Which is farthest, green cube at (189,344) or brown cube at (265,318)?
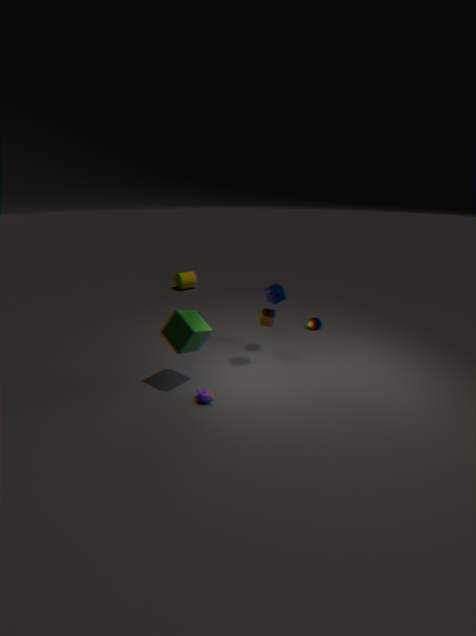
brown cube at (265,318)
